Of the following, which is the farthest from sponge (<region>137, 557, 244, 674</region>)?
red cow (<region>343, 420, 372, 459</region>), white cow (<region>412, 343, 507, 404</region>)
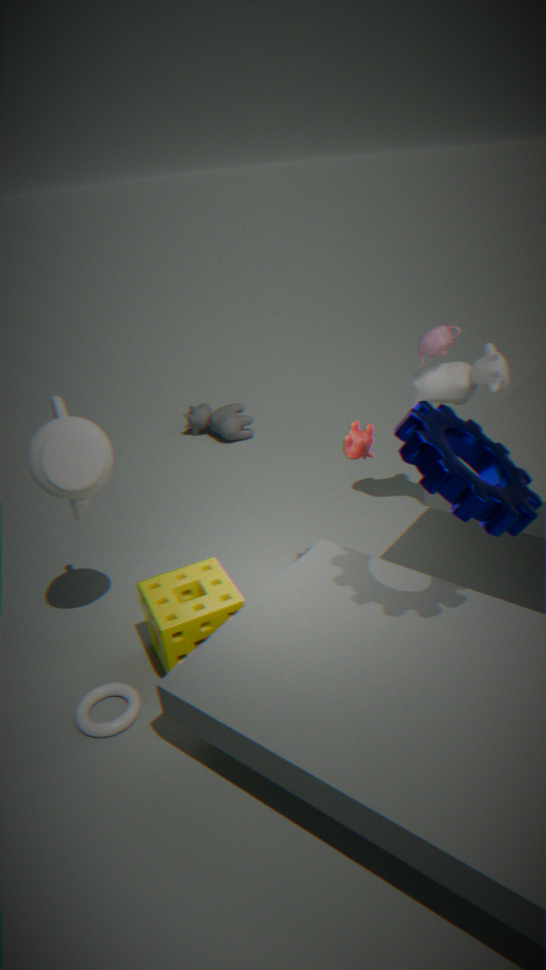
white cow (<region>412, 343, 507, 404</region>)
